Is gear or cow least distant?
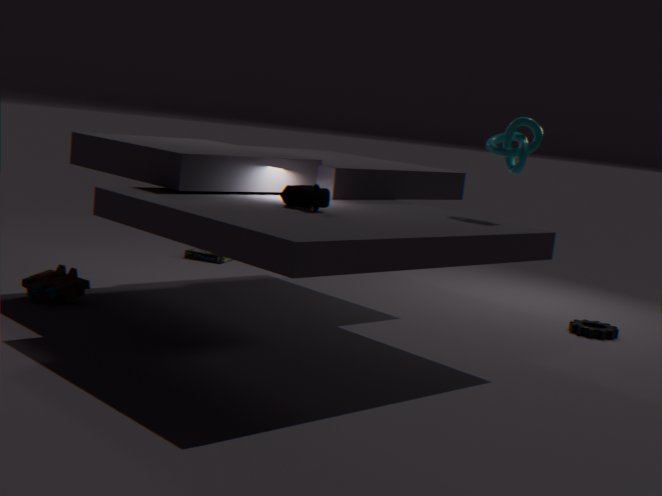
cow
